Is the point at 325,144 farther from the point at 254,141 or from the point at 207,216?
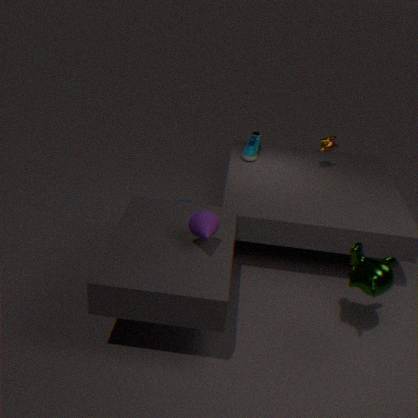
the point at 207,216
